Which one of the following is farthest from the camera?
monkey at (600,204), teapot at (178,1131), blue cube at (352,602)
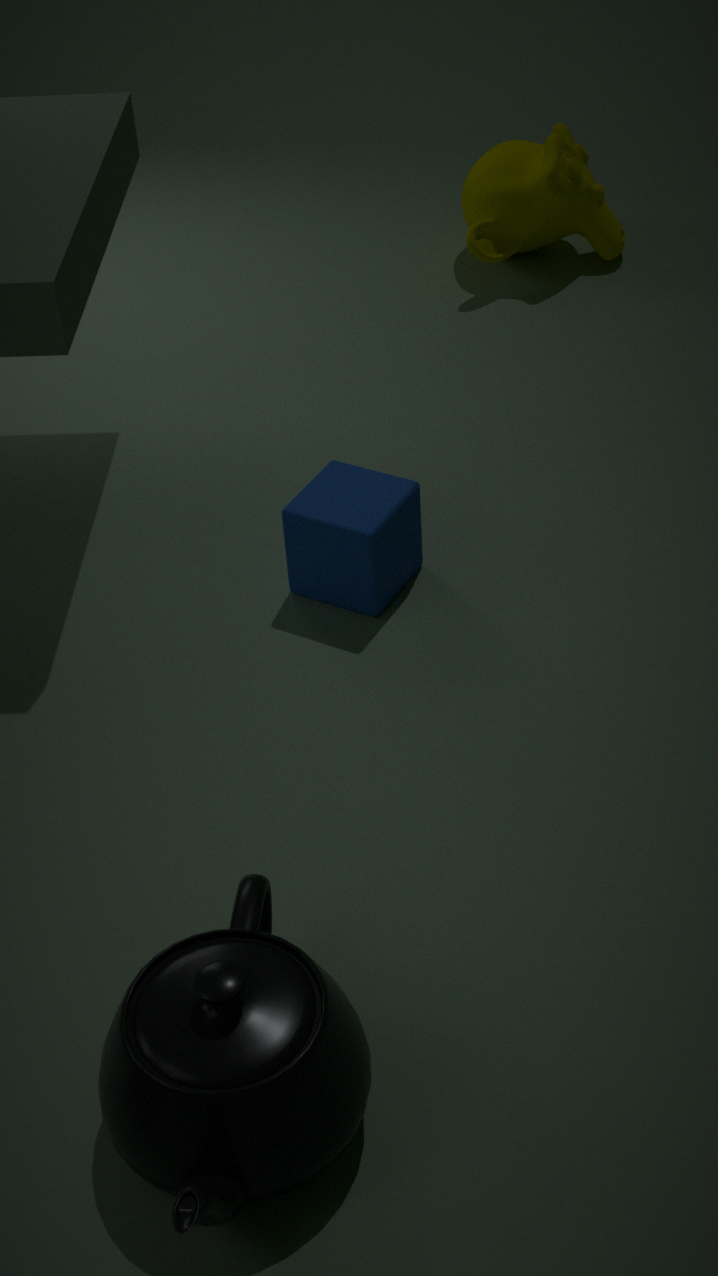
monkey at (600,204)
